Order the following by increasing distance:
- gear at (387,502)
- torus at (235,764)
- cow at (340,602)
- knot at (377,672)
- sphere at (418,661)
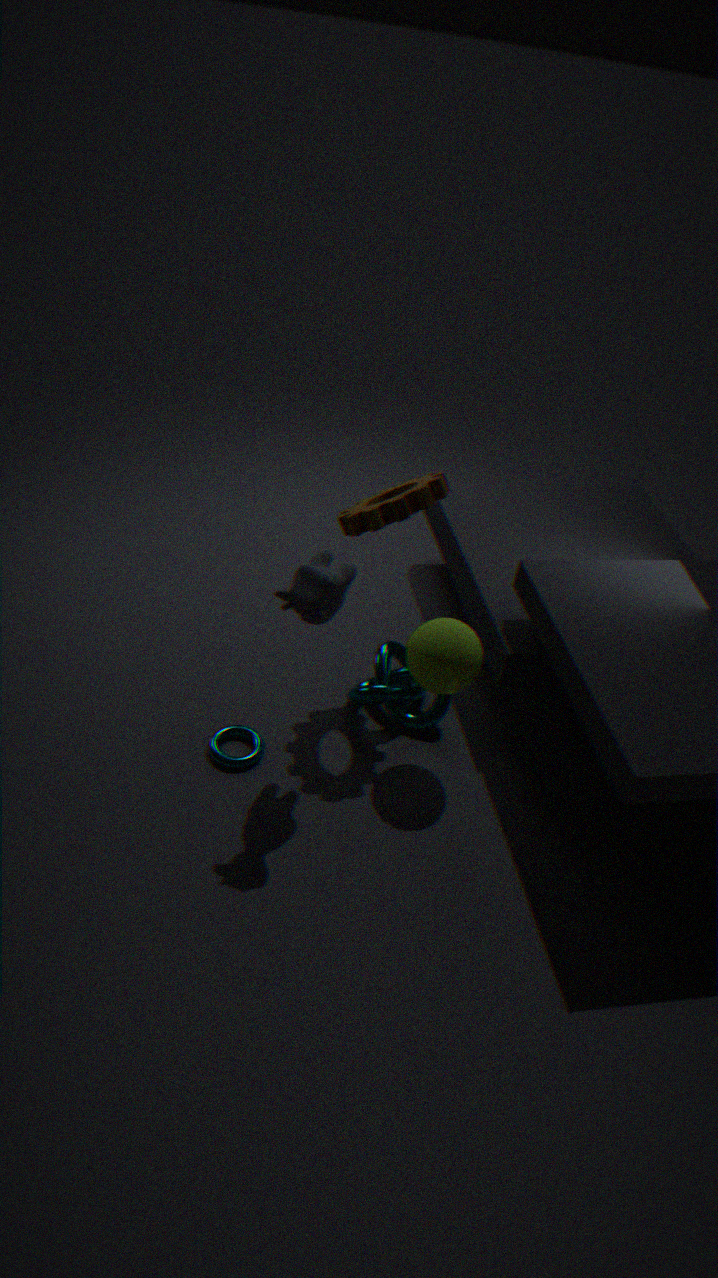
cow at (340,602) < sphere at (418,661) < gear at (387,502) < torus at (235,764) < knot at (377,672)
